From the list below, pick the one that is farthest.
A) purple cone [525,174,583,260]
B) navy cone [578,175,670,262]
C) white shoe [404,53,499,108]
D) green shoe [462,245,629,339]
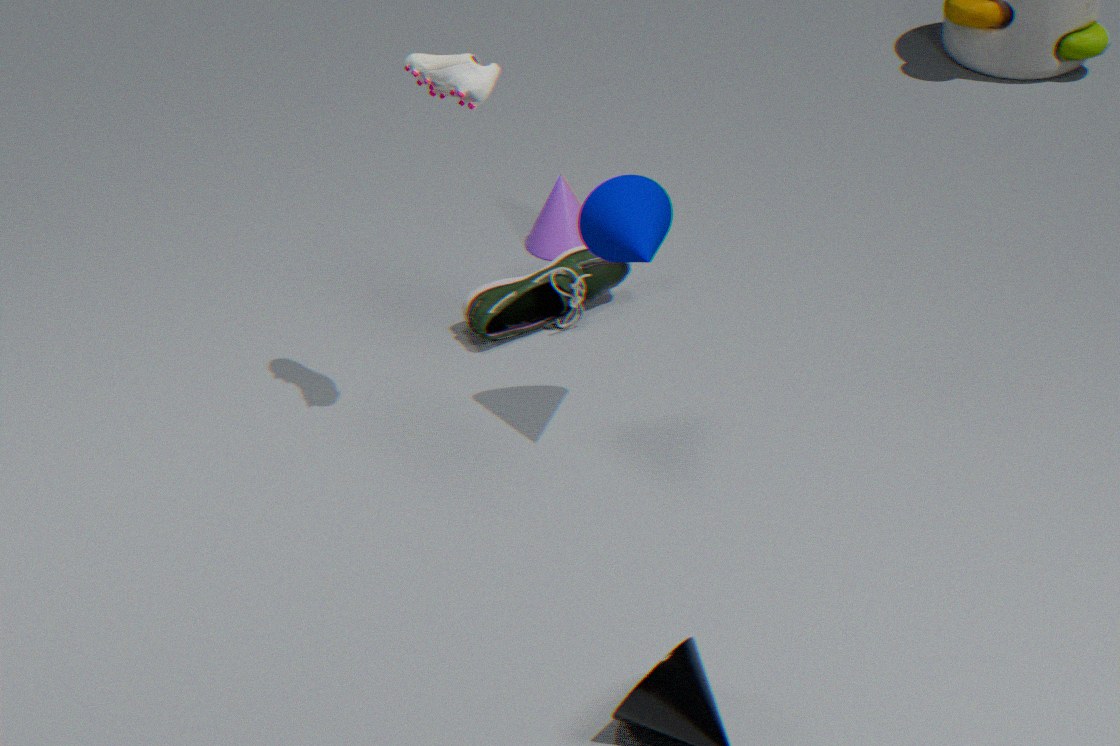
purple cone [525,174,583,260]
